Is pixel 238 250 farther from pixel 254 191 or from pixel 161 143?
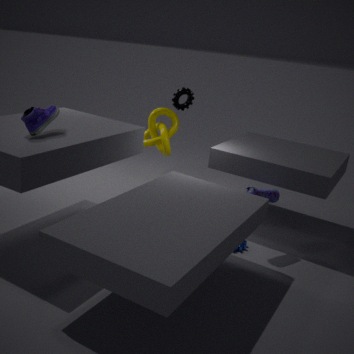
pixel 161 143
